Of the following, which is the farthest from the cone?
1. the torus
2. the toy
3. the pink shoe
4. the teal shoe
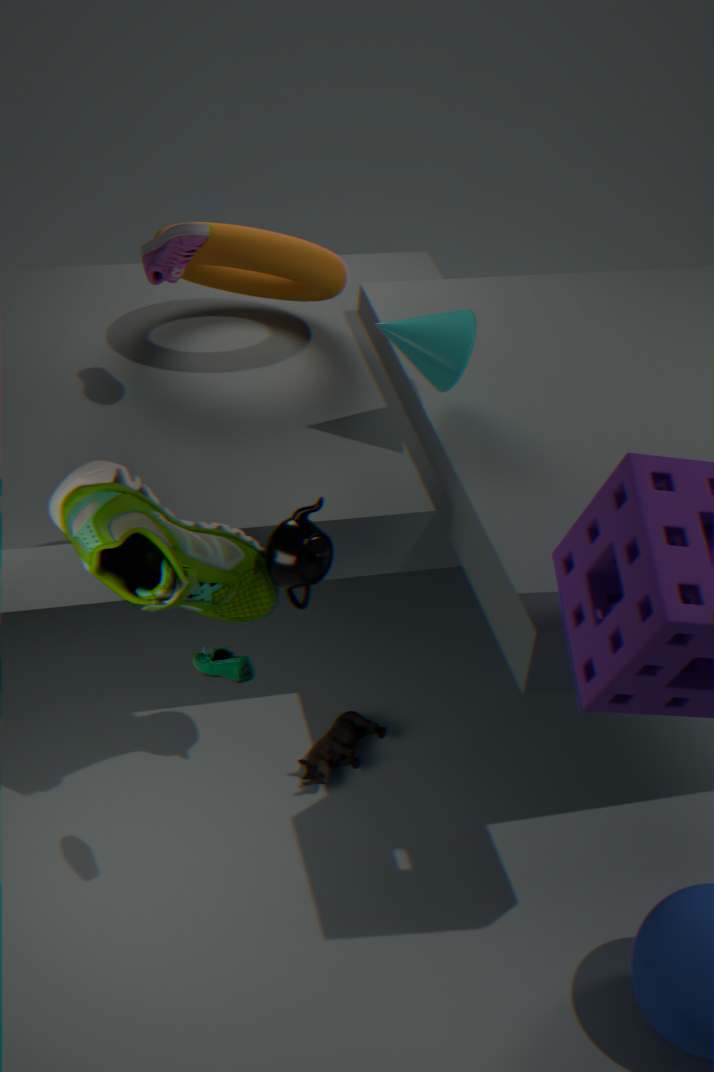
the teal shoe
